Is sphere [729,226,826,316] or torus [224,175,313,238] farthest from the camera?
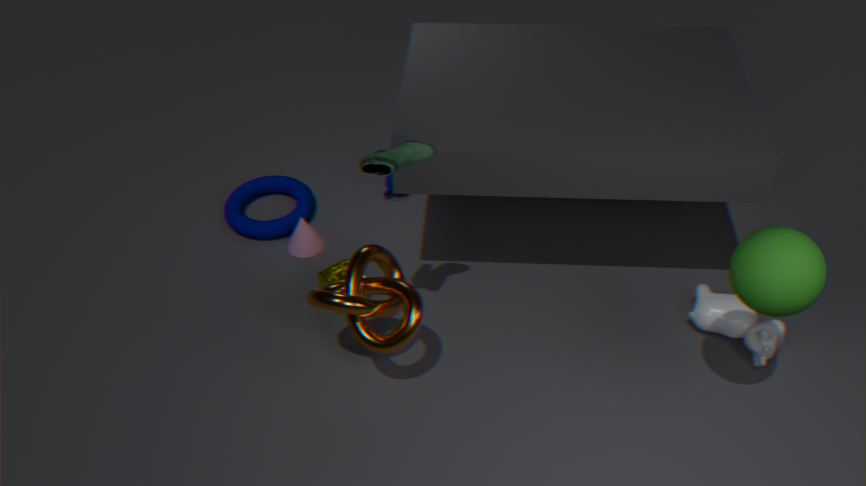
torus [224,175,313,238]
